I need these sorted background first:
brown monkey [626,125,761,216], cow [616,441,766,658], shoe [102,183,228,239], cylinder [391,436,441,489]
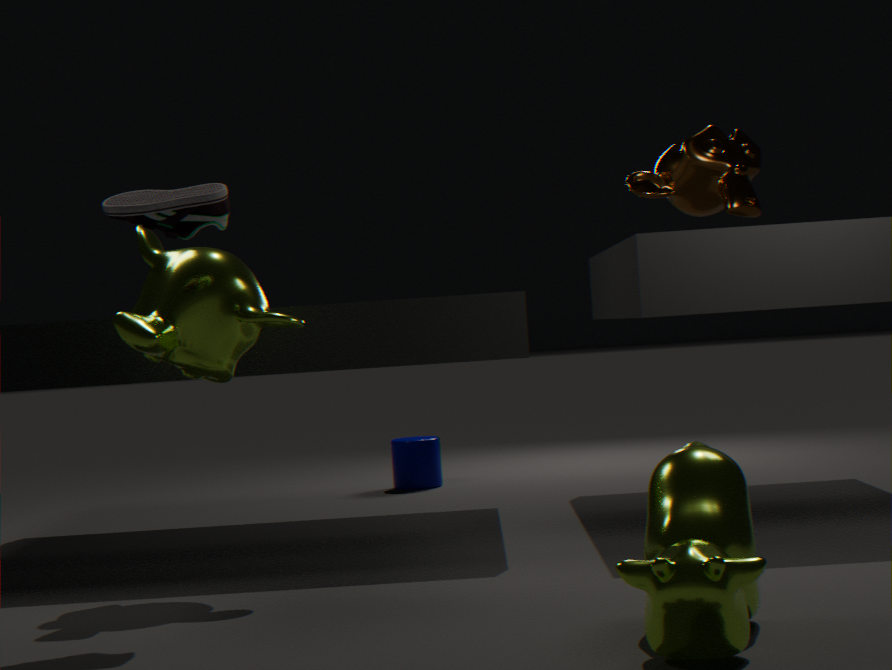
cylinder [391,436,441,489] < brown monkey [626,125,761,216] < shoe [102,183,228,239] < cow [616,441,766,658]
